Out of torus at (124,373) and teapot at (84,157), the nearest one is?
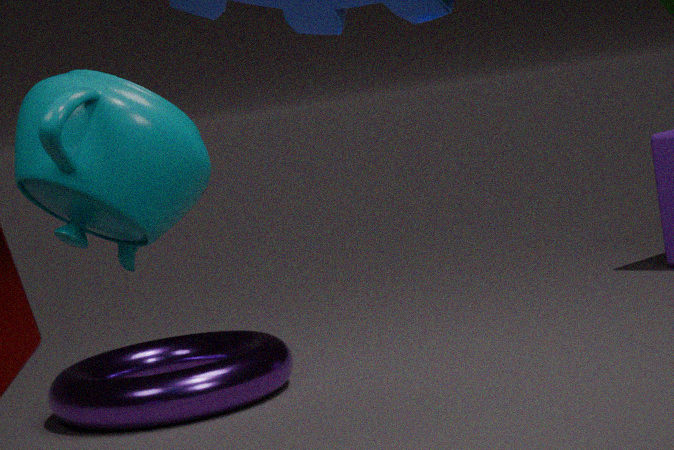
teapot at (84,157)
